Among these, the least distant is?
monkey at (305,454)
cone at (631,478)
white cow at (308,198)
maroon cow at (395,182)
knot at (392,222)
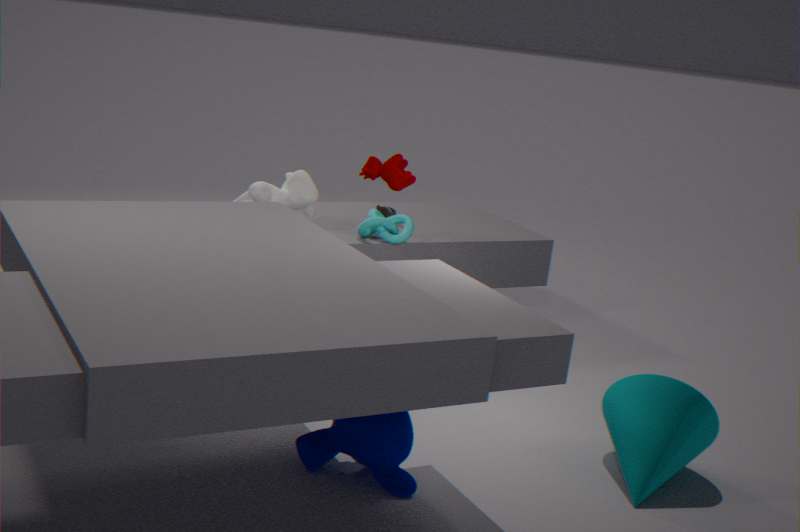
monkey at (305,454)
